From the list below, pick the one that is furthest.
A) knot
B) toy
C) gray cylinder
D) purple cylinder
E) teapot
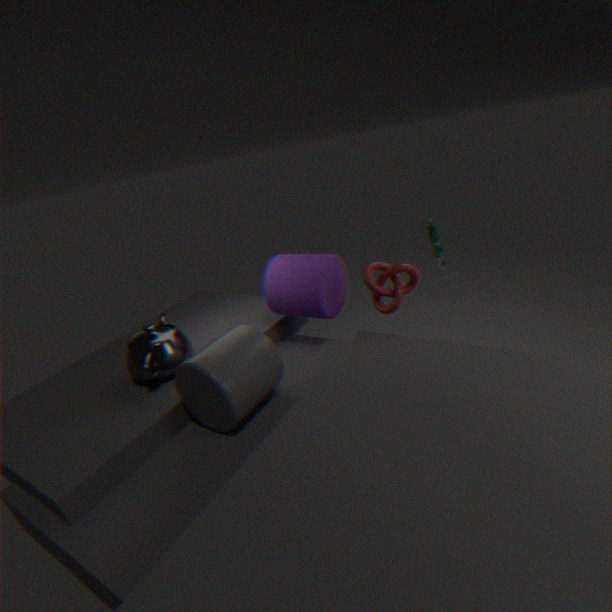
purple cylinder
